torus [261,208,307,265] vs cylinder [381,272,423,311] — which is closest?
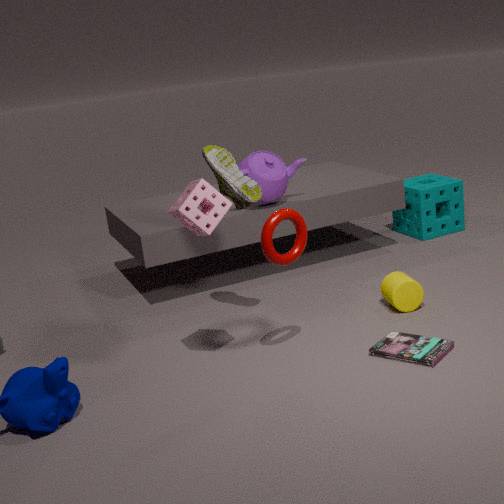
torus [261,208,307,265]
